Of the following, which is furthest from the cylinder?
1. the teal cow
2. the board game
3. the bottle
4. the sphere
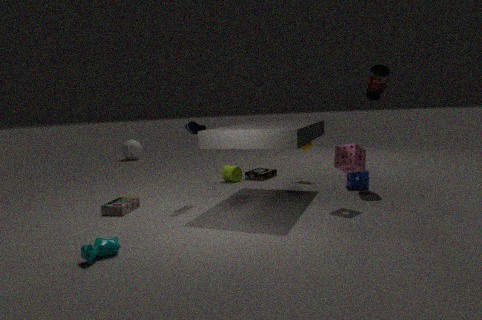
the sphere
